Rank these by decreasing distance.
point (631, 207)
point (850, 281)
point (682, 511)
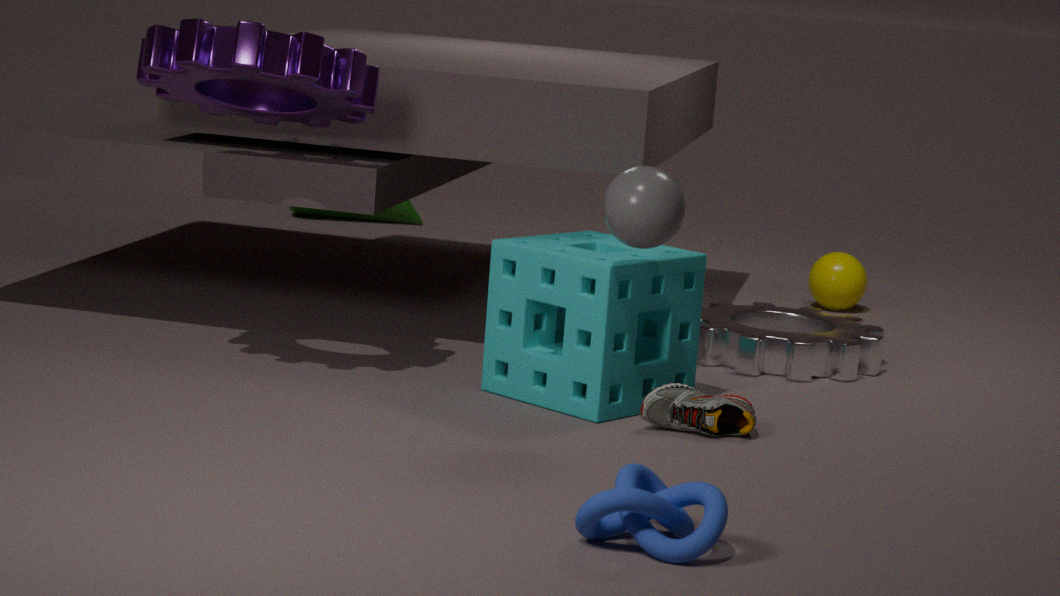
point (850, 281), point (631, 207), point (682, 511)
